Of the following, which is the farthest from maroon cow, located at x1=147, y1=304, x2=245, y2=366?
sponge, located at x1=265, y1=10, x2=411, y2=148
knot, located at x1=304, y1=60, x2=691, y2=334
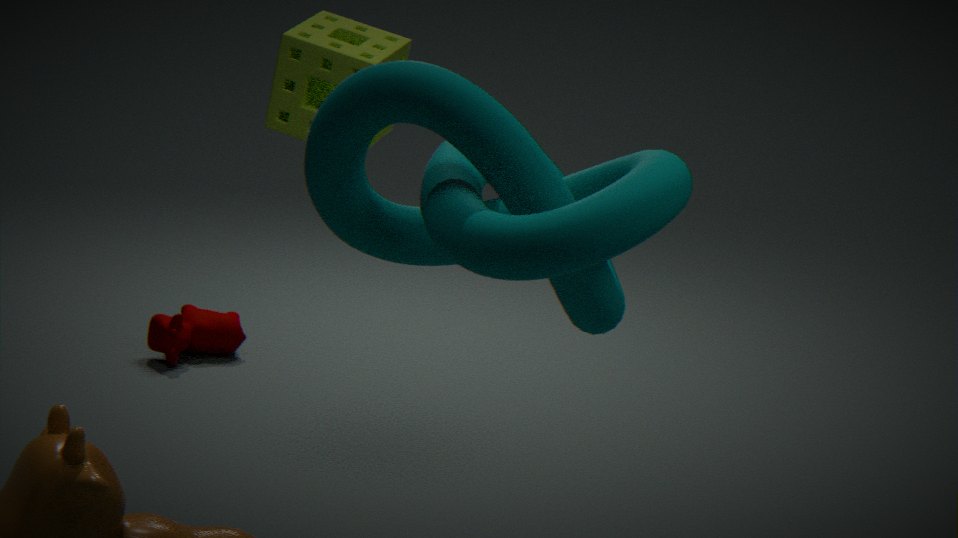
knot, located at x1=304, y1=60, x2=691, y2=334
